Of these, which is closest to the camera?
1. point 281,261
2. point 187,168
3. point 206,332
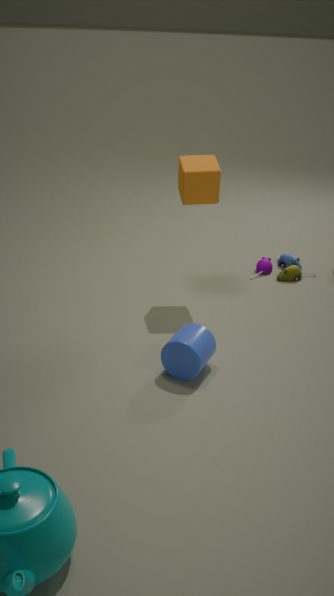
point 206,332
